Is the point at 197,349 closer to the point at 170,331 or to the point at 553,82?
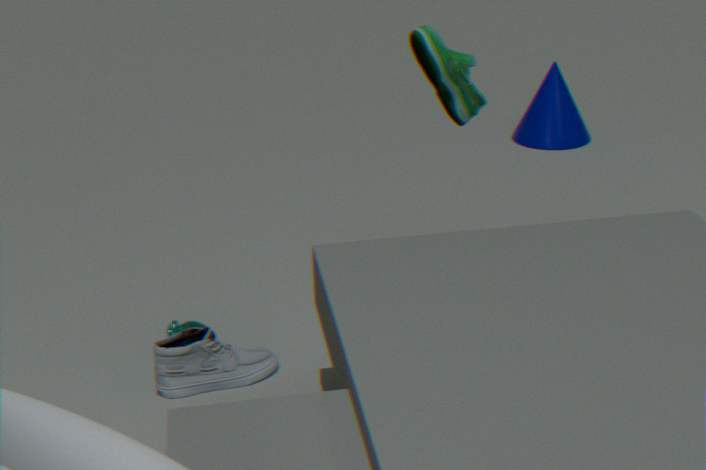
the point at 170,331
